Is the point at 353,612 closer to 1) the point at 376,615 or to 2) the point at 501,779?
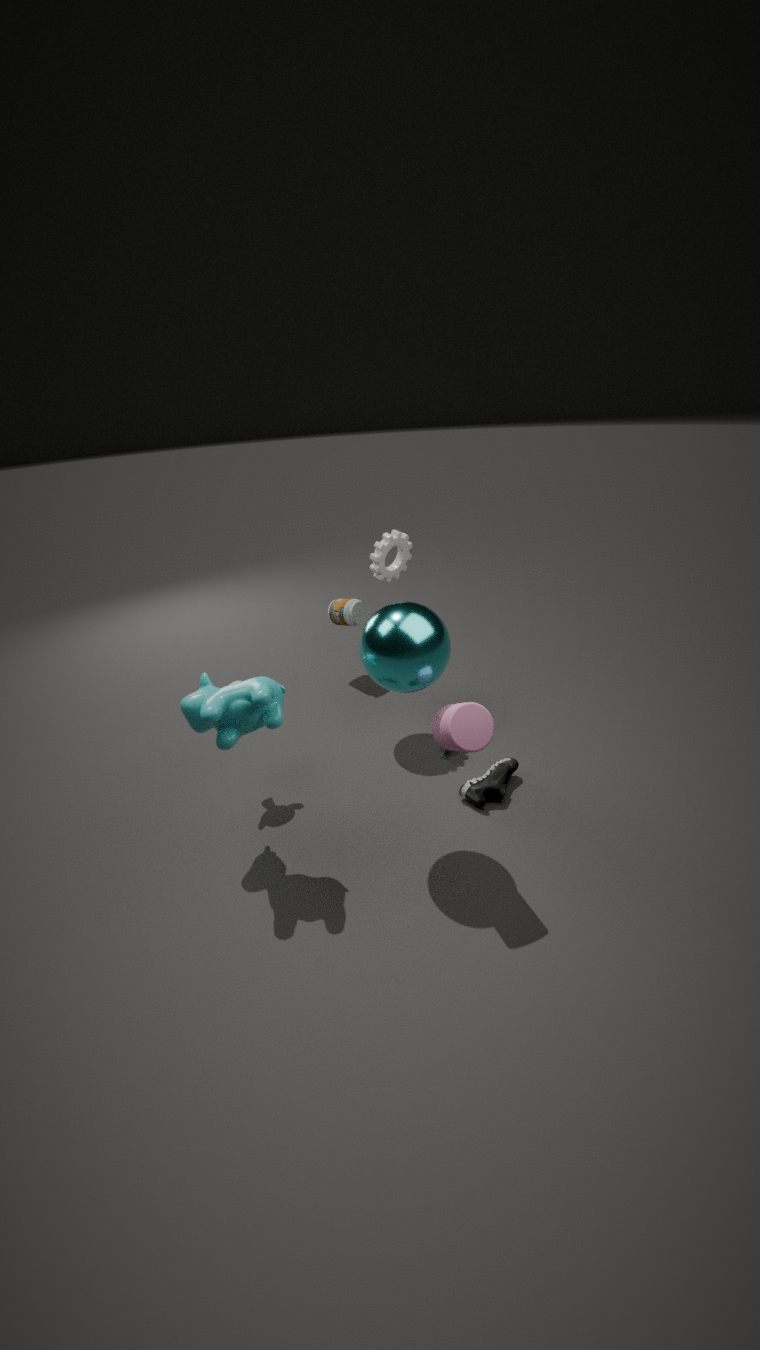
2) the point at 501,779
